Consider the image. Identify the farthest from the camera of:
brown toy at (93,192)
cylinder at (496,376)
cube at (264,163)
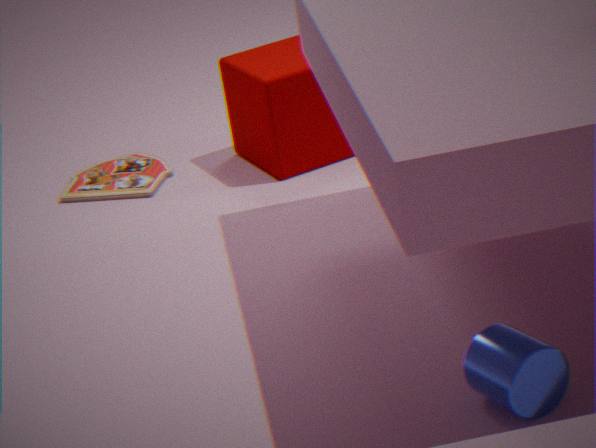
brown toy at (93,192)
